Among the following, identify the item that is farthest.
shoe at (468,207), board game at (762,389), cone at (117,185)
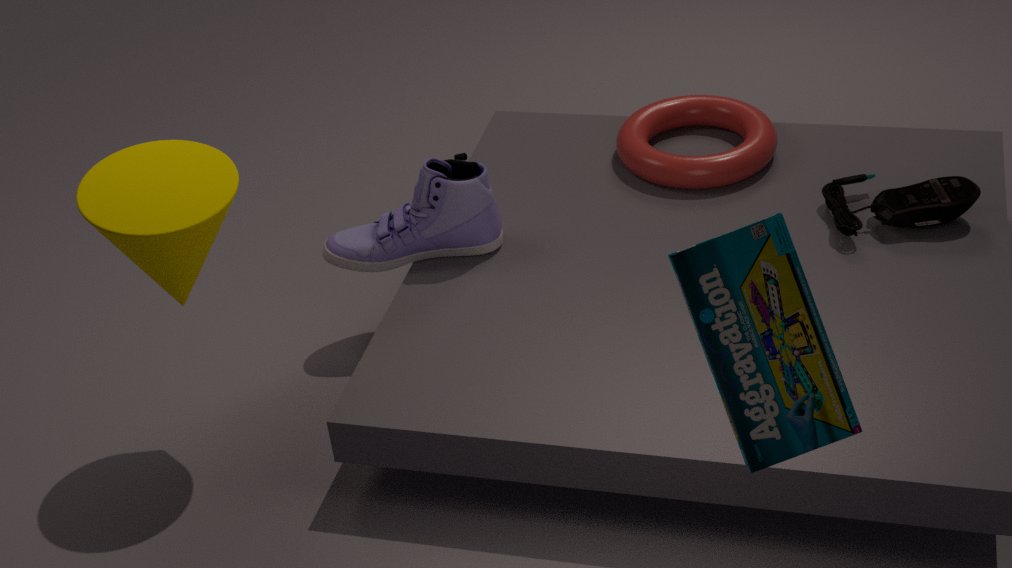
shoe at (468,207)
